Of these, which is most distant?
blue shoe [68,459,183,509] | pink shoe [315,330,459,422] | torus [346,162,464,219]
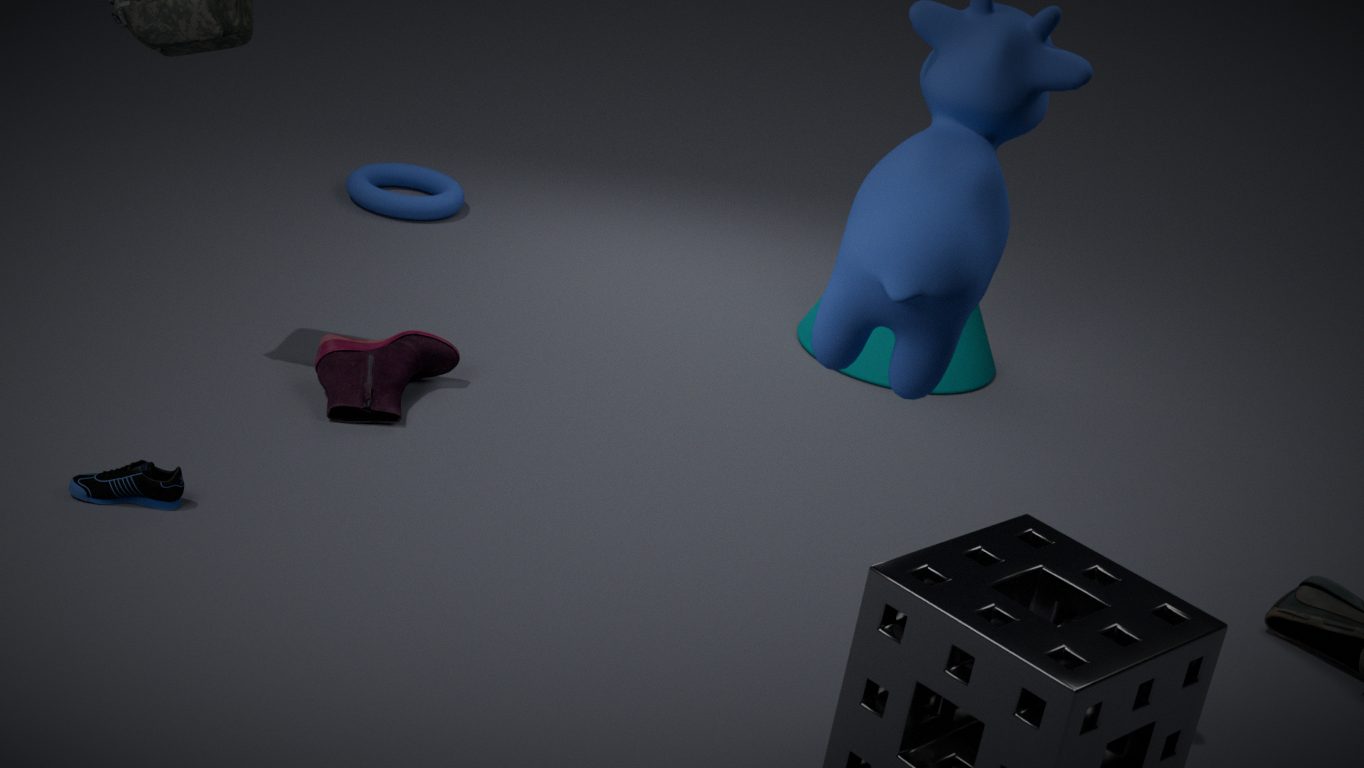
torus [346,162,464,219]
